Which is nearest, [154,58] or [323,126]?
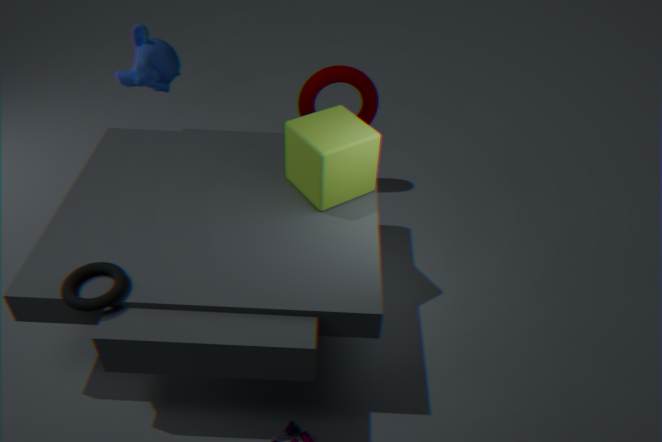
[323,126]
